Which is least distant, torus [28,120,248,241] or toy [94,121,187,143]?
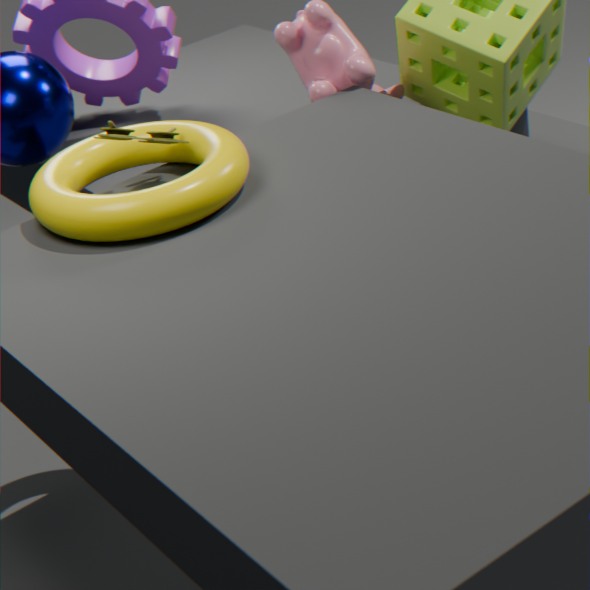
torus [28,120,248,241]
